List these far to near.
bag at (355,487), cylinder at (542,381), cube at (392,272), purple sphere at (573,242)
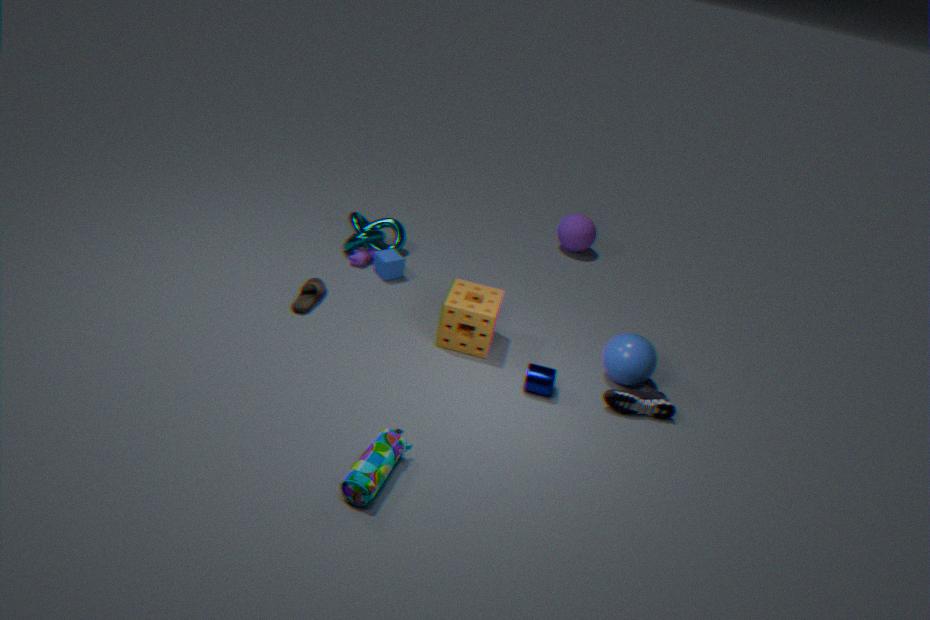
purple sphere at (573,242)
cube at (392,272)
cylinder at (542,381)
bag at (355,487)
